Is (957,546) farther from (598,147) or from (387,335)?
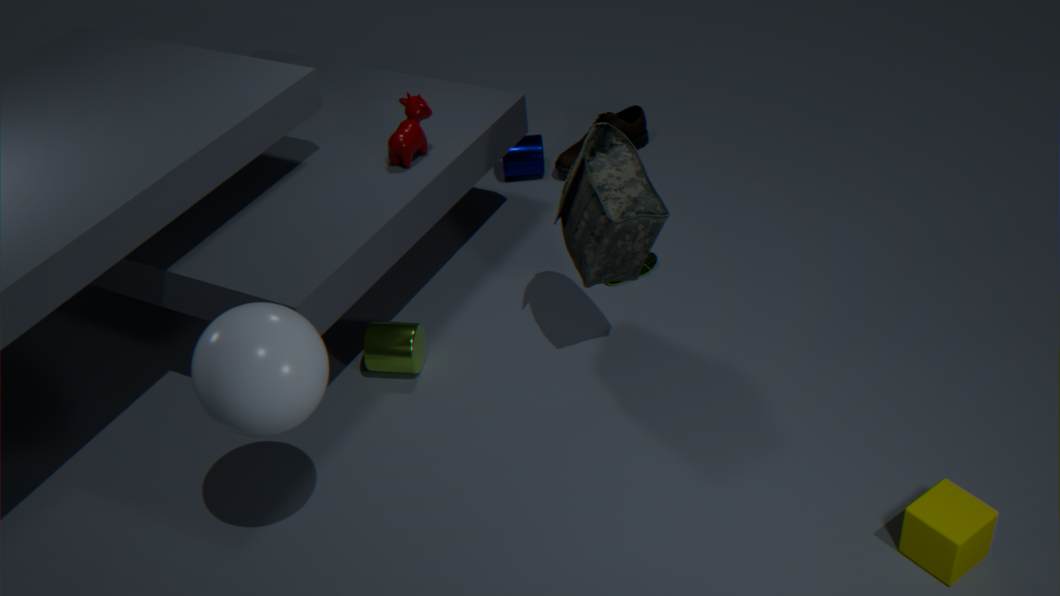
(387,335)
